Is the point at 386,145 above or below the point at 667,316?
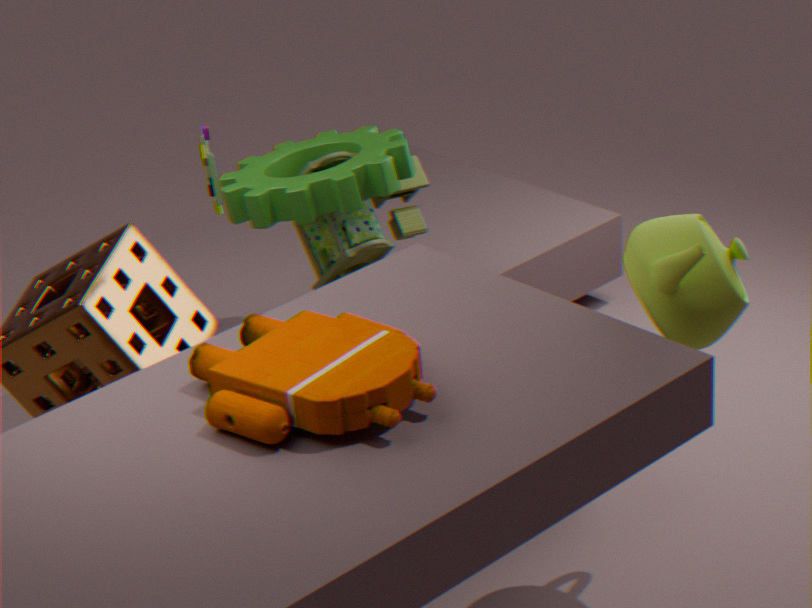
below
